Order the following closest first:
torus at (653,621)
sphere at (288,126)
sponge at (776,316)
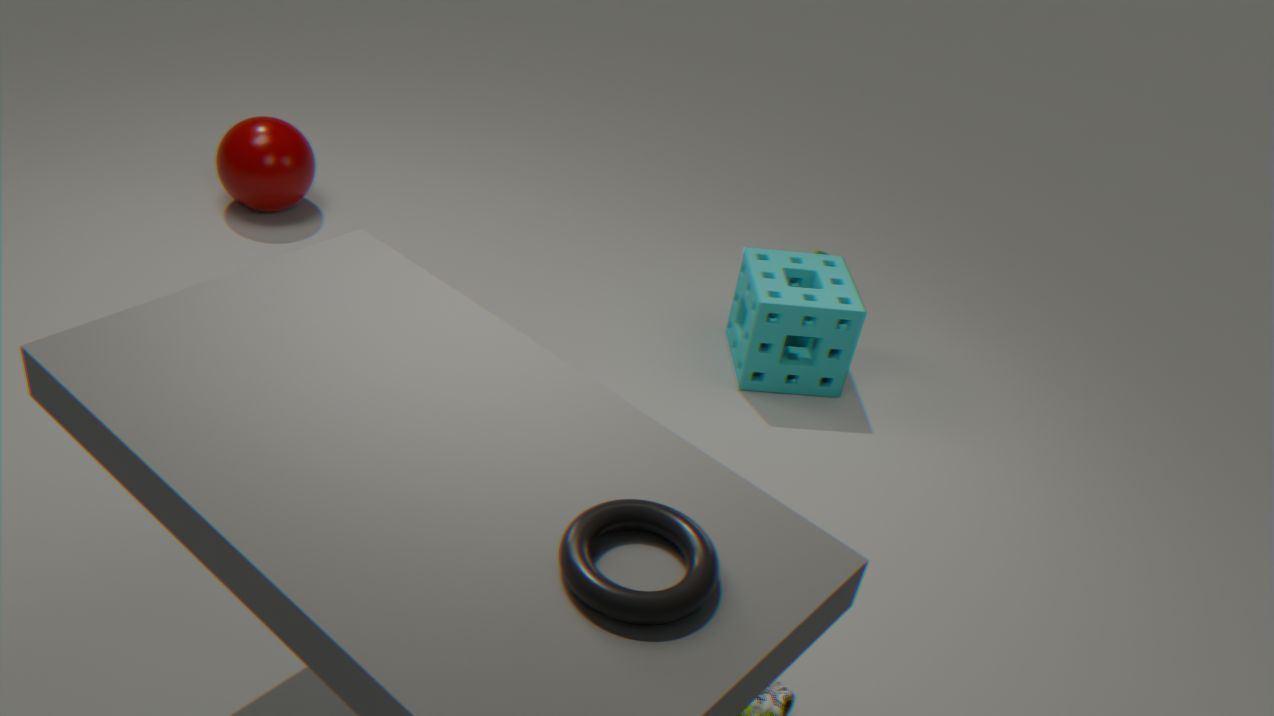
torus at (653,621), sponge at (776,316), sphere at (288,126)
